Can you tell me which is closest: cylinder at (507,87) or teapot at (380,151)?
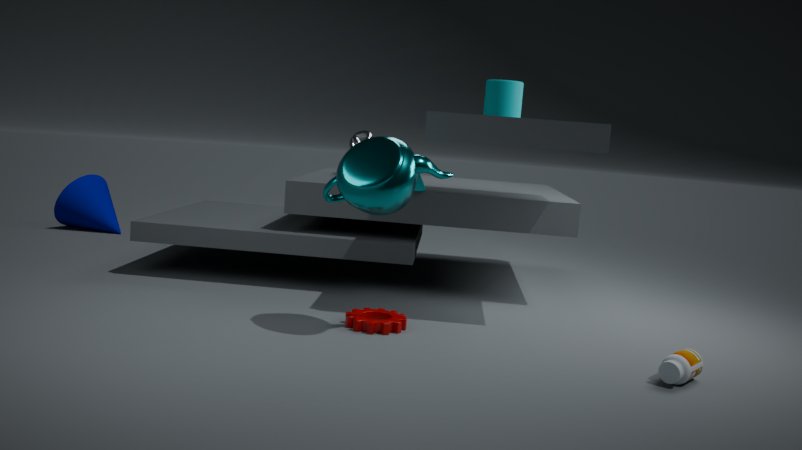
teapot at (380,151)
